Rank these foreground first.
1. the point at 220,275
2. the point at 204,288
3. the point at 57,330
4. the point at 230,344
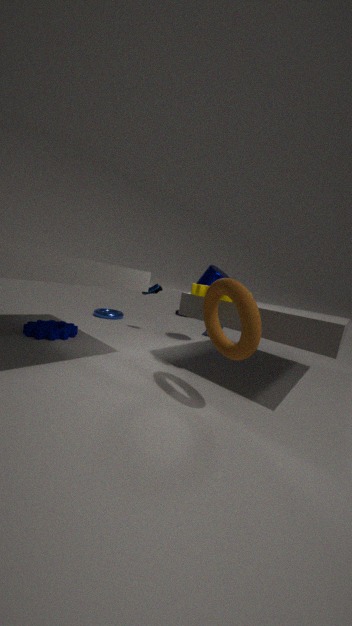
the point at 230,344, the point at 204,288, the point at 57,330, the point at 220,275
